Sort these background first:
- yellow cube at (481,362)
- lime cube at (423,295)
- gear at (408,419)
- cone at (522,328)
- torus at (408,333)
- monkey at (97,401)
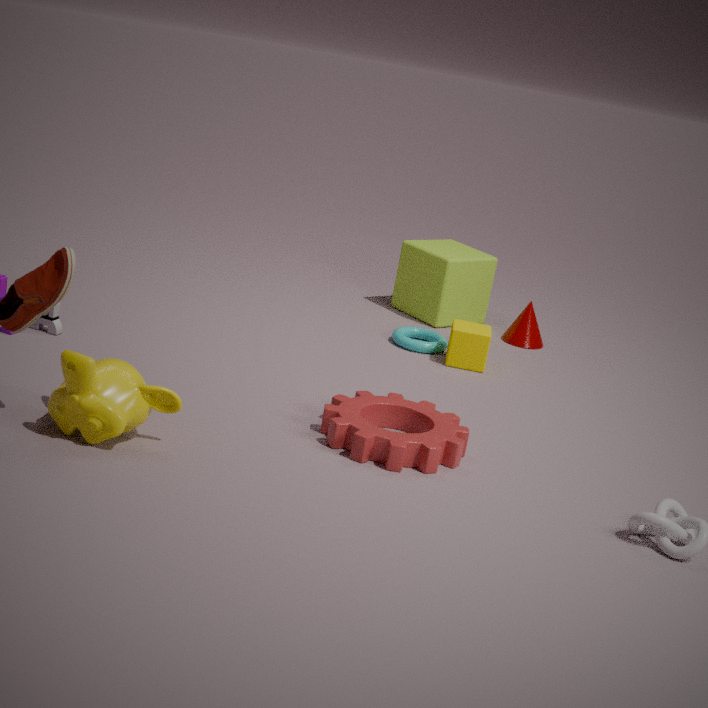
lime cube at (423,295) → cone at (522,328) → torus at (408,333) → yellow cube at (481,362) → gear at (408,419) → monkey at (97,401)
